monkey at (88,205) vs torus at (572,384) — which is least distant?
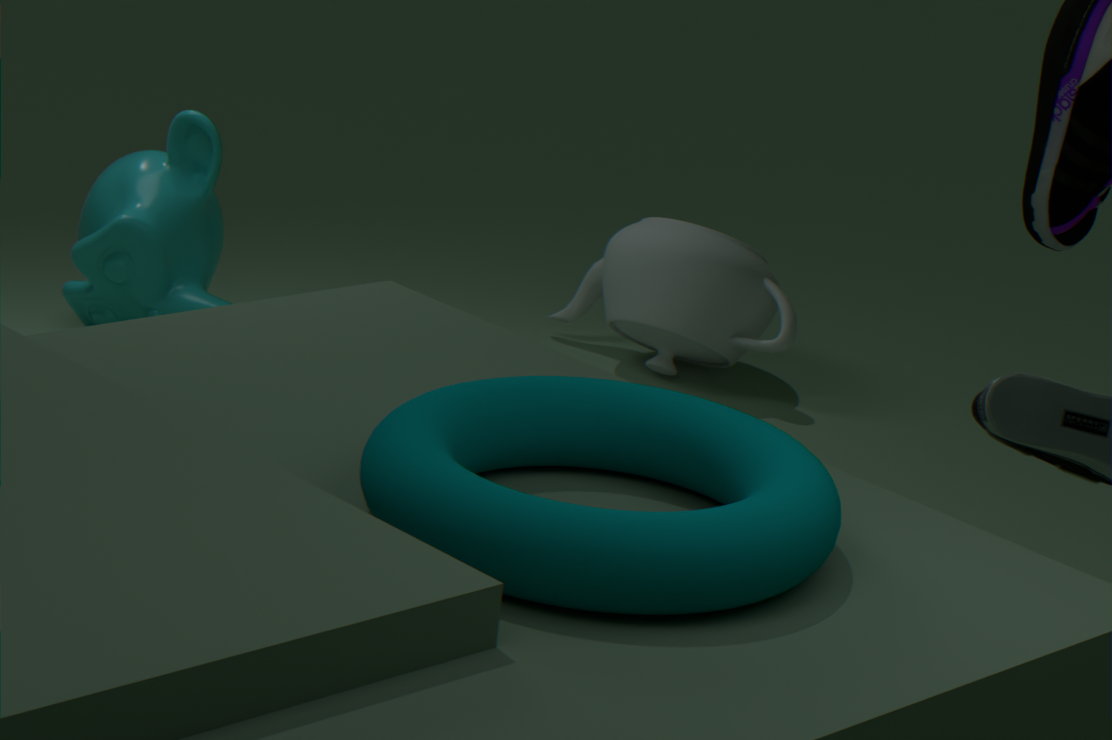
torus at (572,384)
